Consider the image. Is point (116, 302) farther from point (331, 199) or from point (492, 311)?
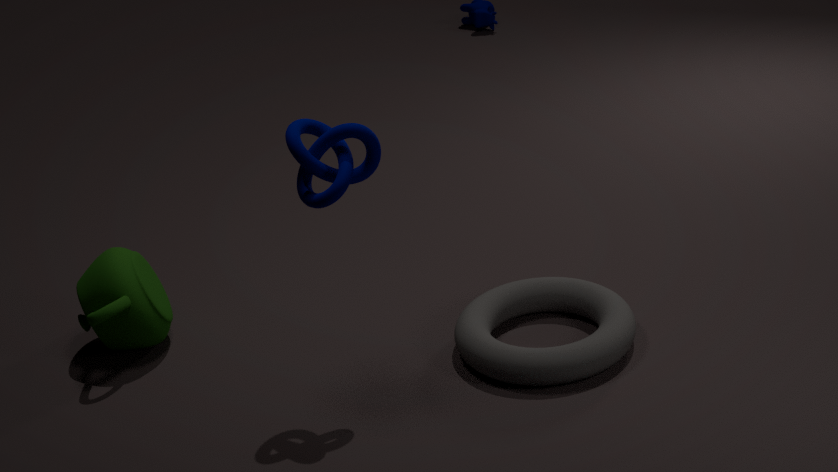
point (492, 311)
